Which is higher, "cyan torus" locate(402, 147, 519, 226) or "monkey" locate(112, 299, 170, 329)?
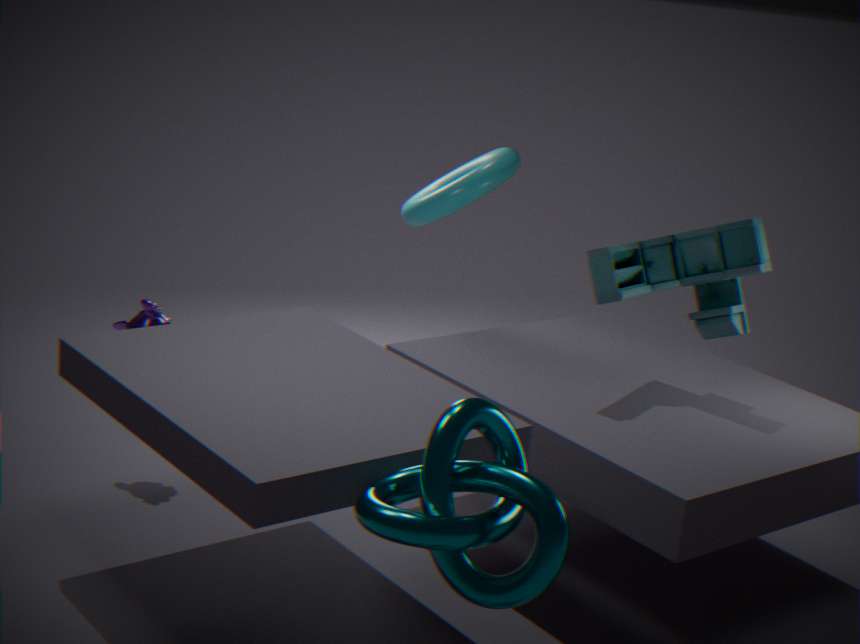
"cyan torus" locate(402, 147, 519, 226)
